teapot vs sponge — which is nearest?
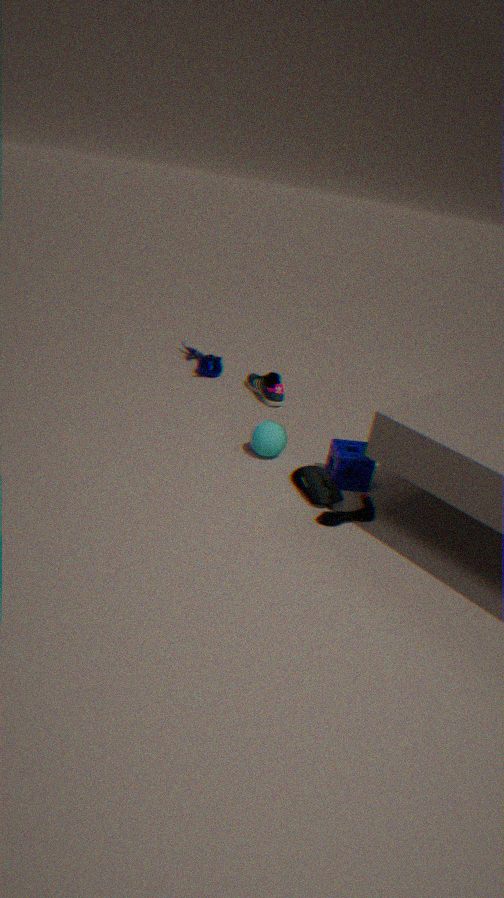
sponge
